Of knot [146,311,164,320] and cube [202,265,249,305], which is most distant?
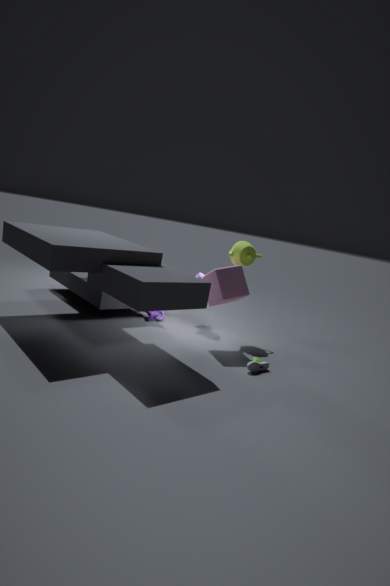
knot [146,311,164,320]
